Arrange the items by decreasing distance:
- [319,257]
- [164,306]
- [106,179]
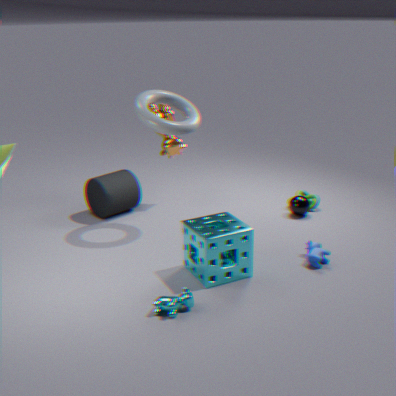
[106,179], [319,257], [164,306]
